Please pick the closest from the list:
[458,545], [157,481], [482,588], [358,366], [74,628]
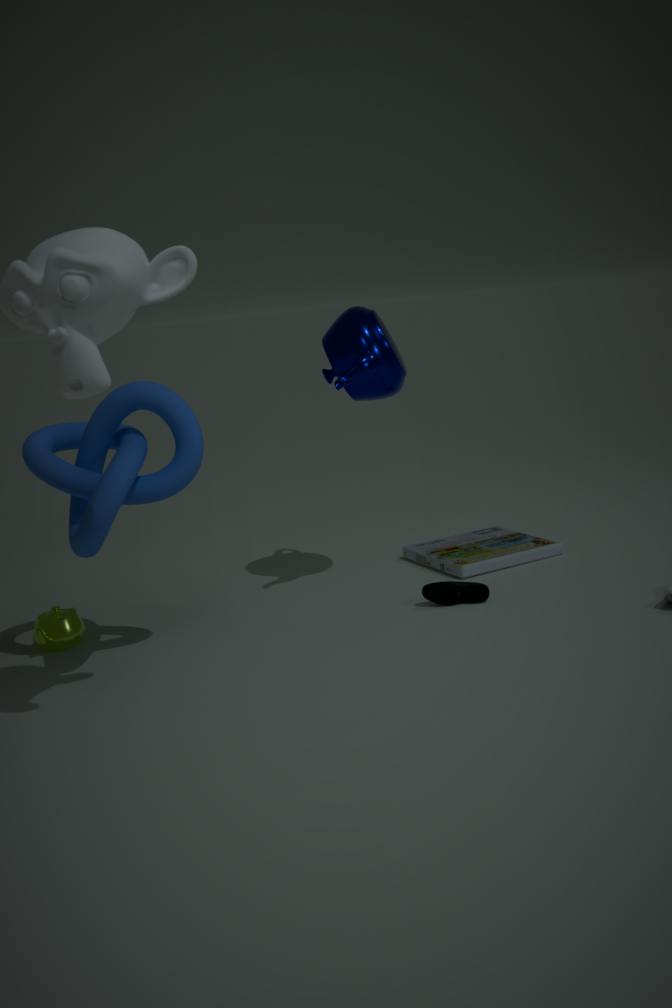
[157,481]
